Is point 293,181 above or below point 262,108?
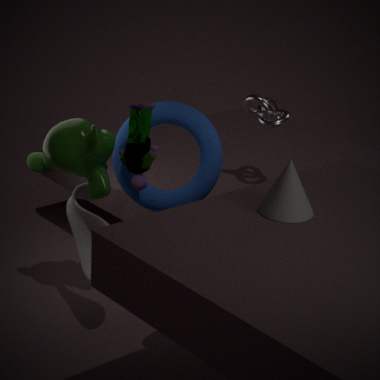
above
